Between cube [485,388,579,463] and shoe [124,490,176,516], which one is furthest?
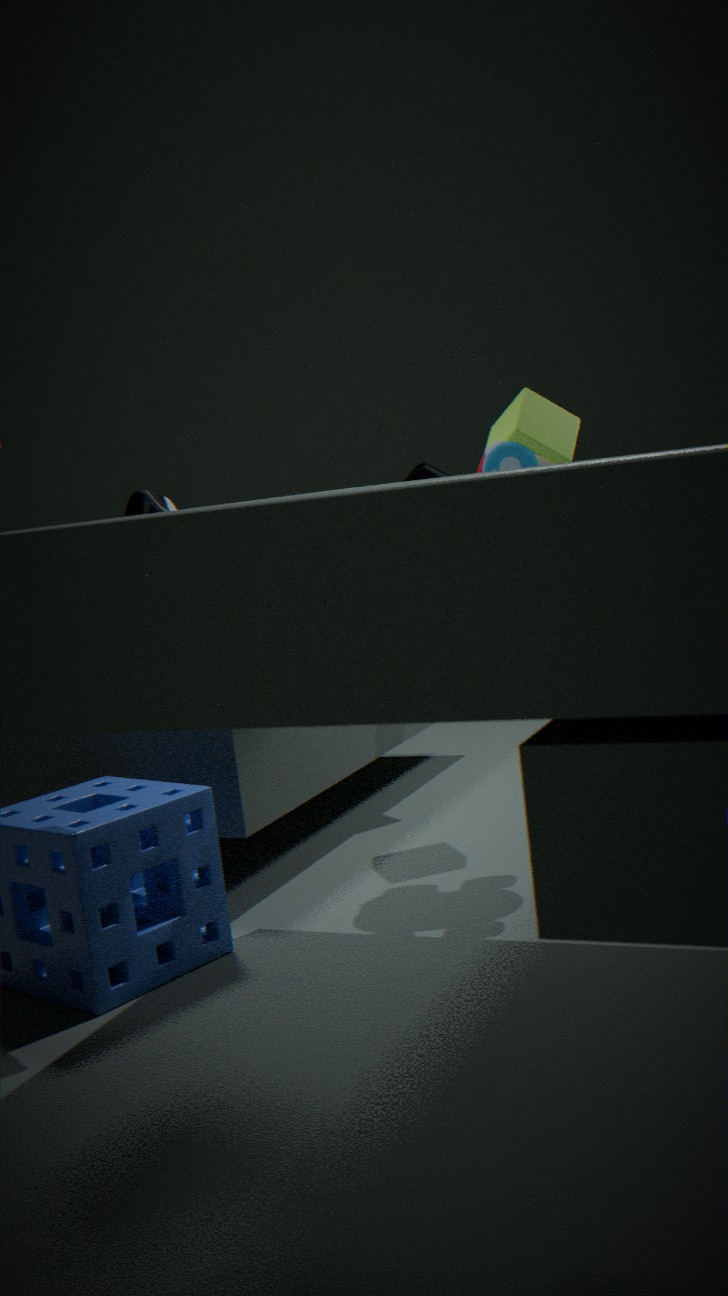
cube [485,388,579,463]
